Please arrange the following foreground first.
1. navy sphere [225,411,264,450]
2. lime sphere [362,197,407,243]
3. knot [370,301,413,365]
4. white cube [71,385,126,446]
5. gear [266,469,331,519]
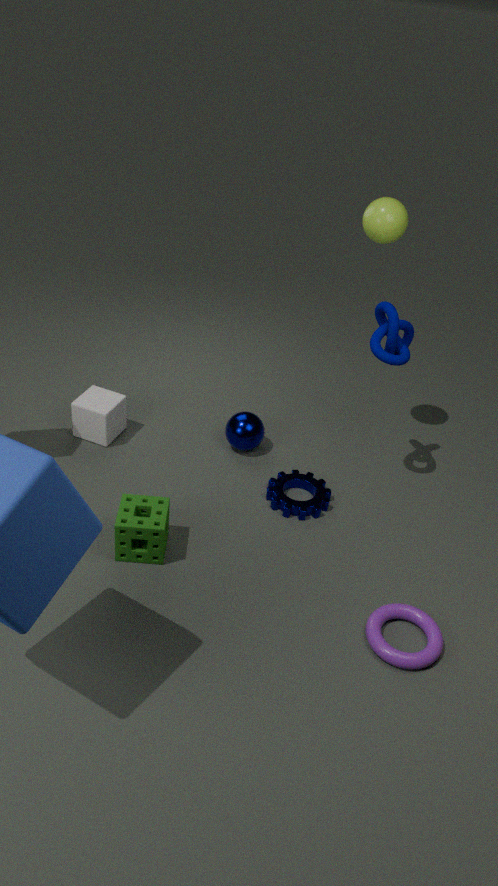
1. knot [370,301,413,365]
2. lime sphere [362,197,407,243]
3. gear [266,469,331,519]
4. white cube [71,385,126,446]
5. navy sphere [225,411,264,450]
